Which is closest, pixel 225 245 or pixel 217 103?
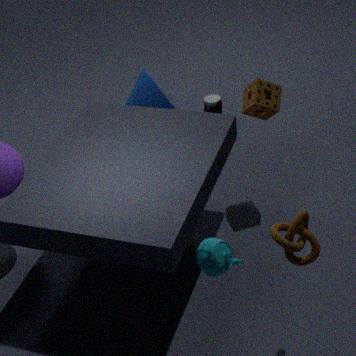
pixel 225 245
